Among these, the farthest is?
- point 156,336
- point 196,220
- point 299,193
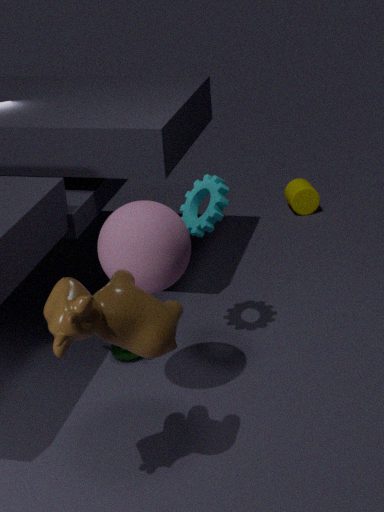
point 299,193
